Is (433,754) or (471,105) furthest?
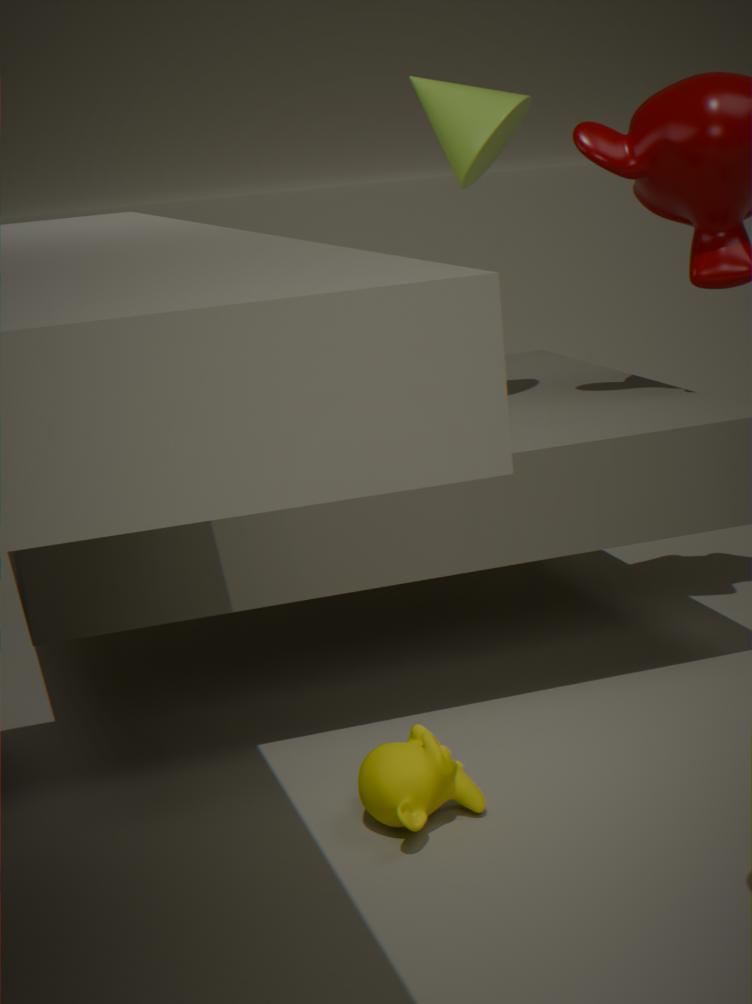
(471,105)
